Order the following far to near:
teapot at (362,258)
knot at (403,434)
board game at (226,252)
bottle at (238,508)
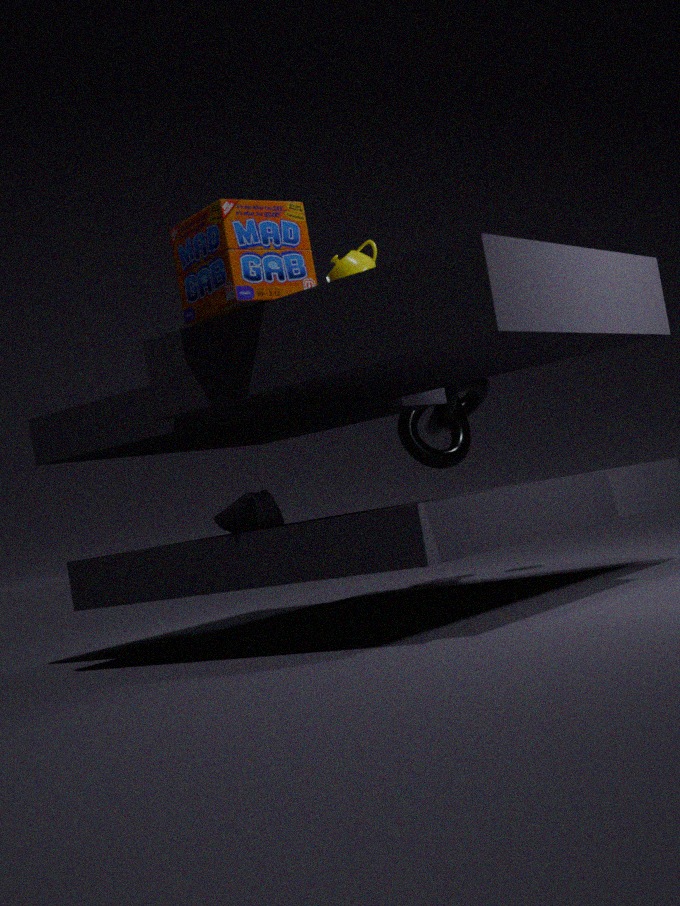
knot at (403,434)
teapot at (362,258)
bottle at (238,508)
board game at (226,252)
